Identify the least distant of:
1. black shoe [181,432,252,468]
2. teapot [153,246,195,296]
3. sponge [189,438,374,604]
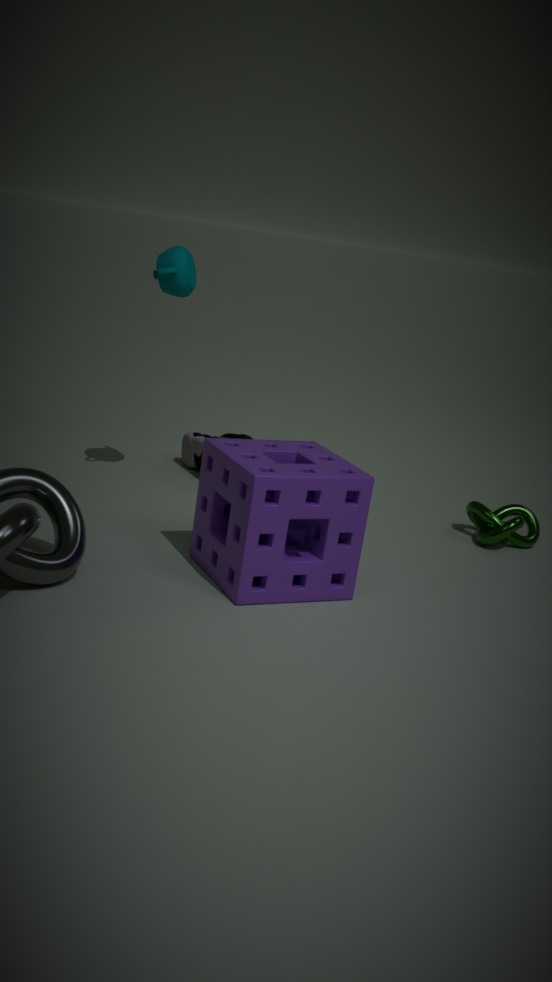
sponge [189,438,374,604]
